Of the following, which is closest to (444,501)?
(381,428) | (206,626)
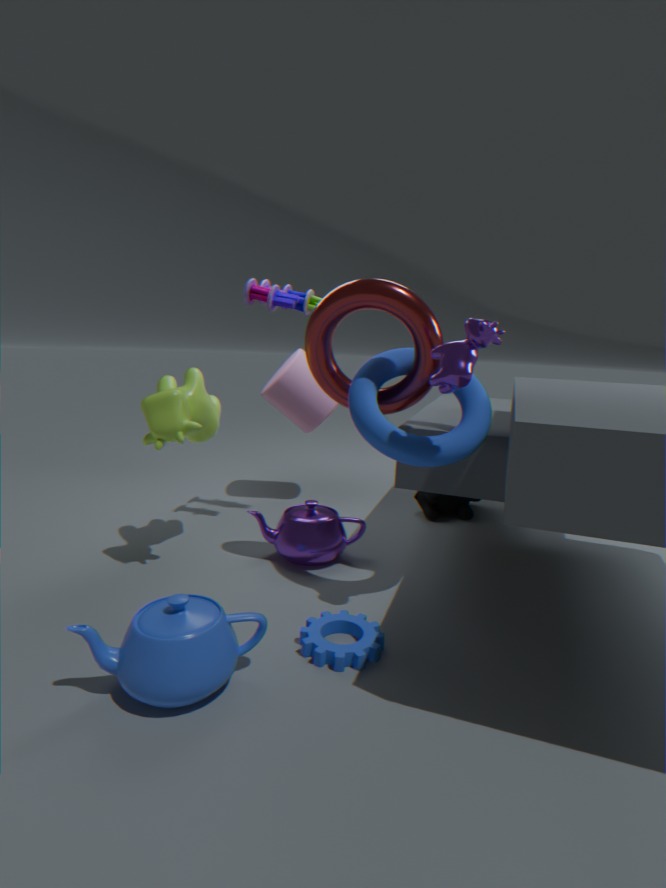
(381,428)
